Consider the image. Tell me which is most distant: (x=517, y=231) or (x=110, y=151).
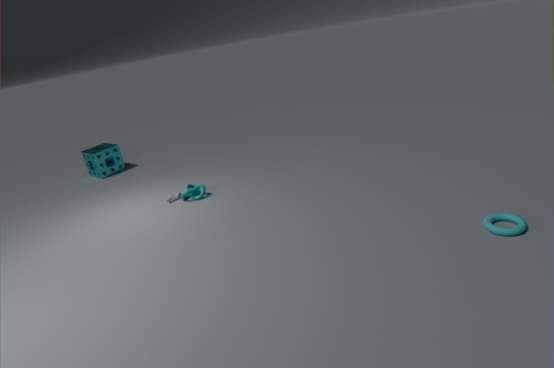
(x=110, y=151)
